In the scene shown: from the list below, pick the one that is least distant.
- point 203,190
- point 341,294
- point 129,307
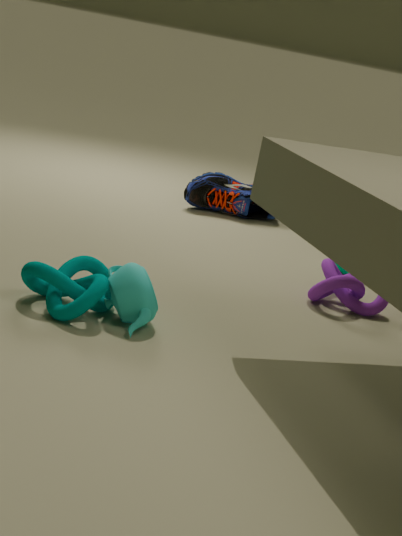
point 129,307
